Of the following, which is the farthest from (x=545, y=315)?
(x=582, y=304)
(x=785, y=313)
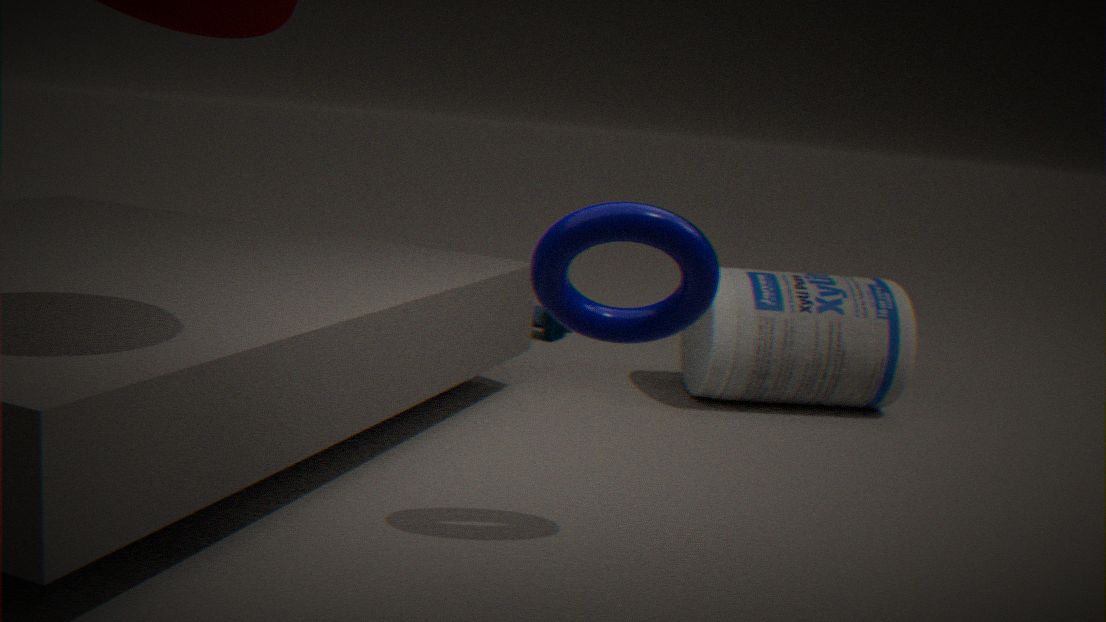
(x=582, y=304)
